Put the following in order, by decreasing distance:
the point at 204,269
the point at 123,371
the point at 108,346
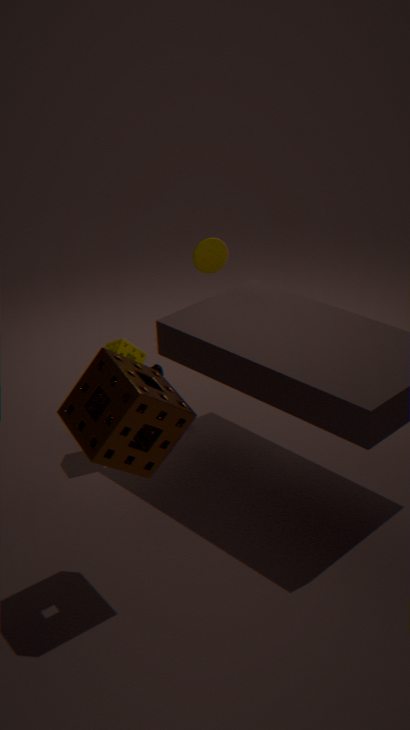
the point at 204,269
the point at 108,346
the point at 123,371
